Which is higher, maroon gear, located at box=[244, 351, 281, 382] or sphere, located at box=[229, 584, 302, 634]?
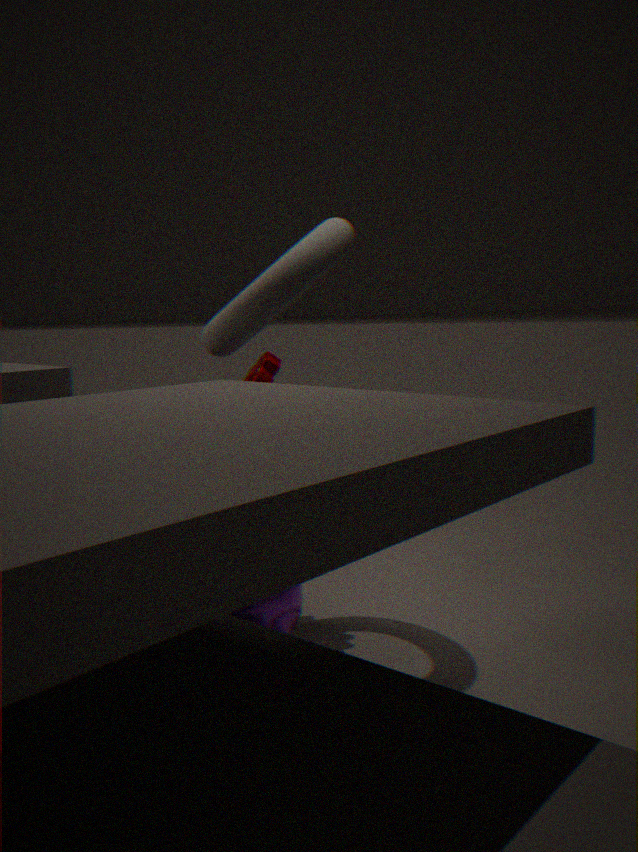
maroon gear, located at box=[244, 351, 281, 382]
